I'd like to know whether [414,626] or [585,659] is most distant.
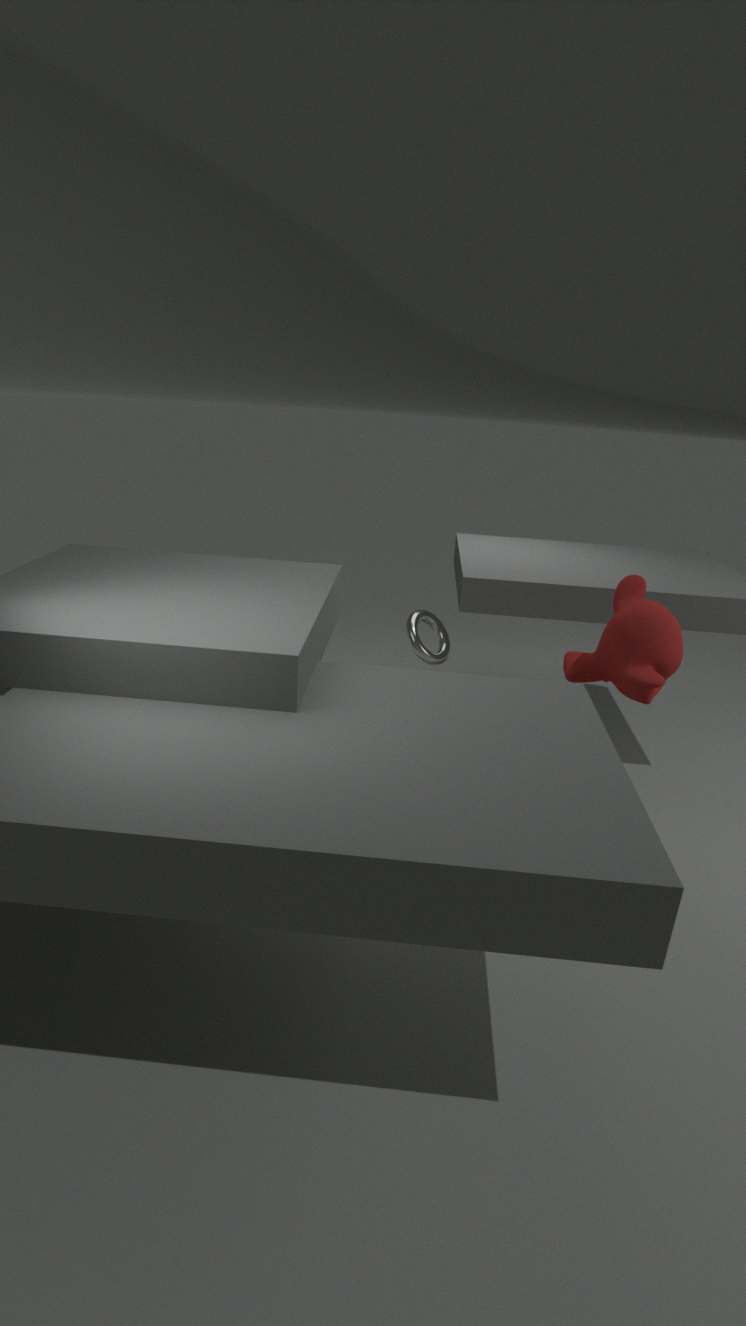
[414,626]
